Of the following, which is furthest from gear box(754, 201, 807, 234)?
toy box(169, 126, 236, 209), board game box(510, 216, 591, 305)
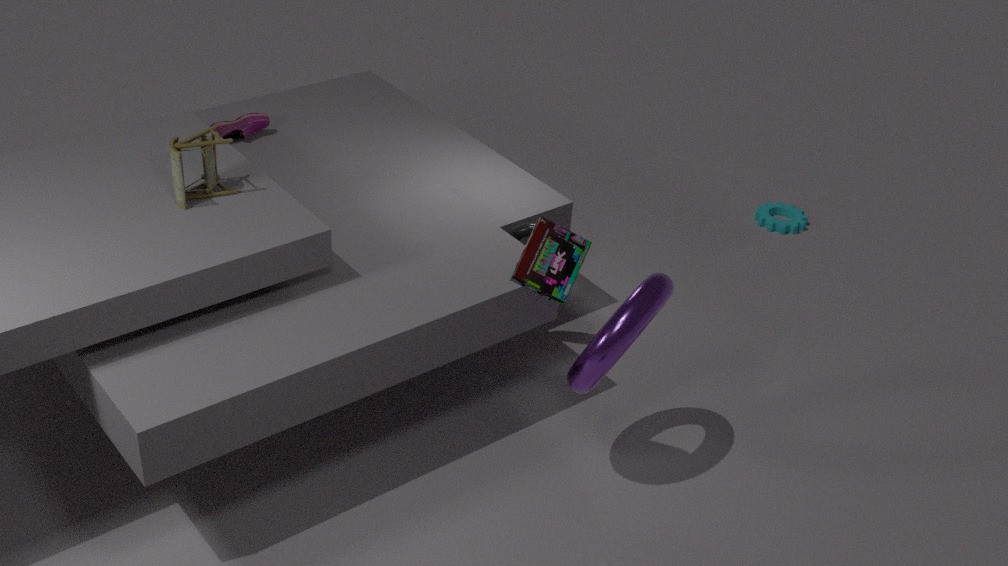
toy box(169, 126, 236, 209)
